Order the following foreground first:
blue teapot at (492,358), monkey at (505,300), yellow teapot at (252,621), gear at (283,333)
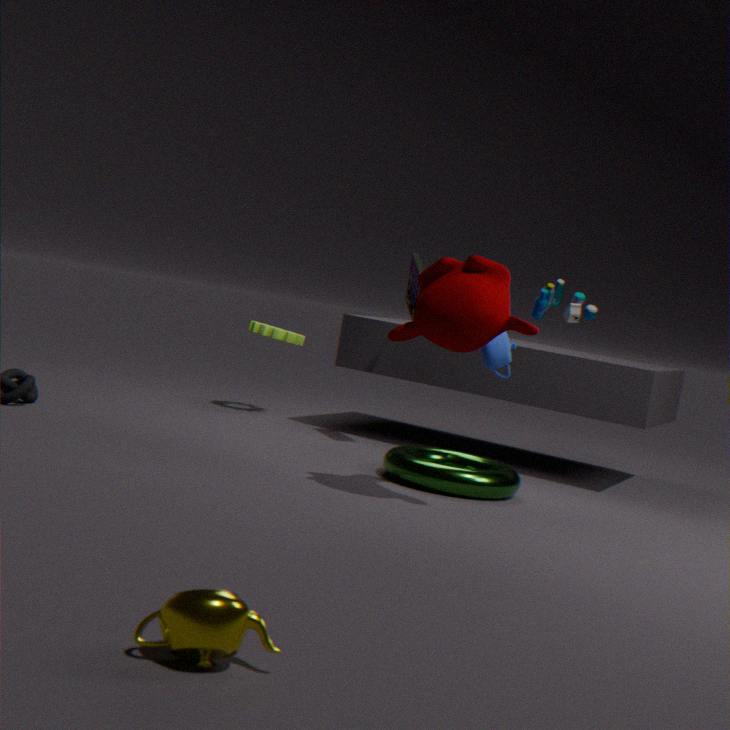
yellow teapot at (252,621)
monkey at (505,300)
blue teapot at (492,358)
gear at (283,333)
